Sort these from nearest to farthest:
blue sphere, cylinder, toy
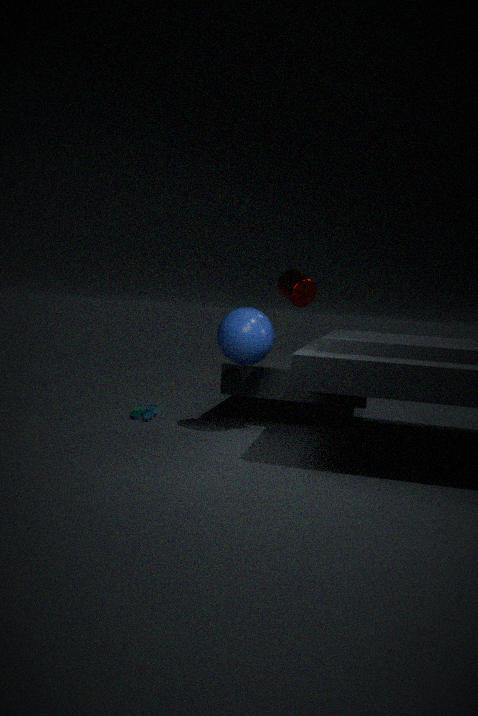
cylinder → blue sphere → toy
